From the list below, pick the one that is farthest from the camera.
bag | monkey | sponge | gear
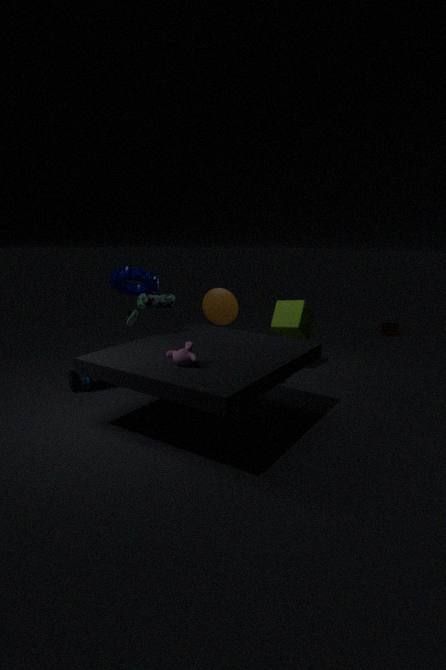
sponge
